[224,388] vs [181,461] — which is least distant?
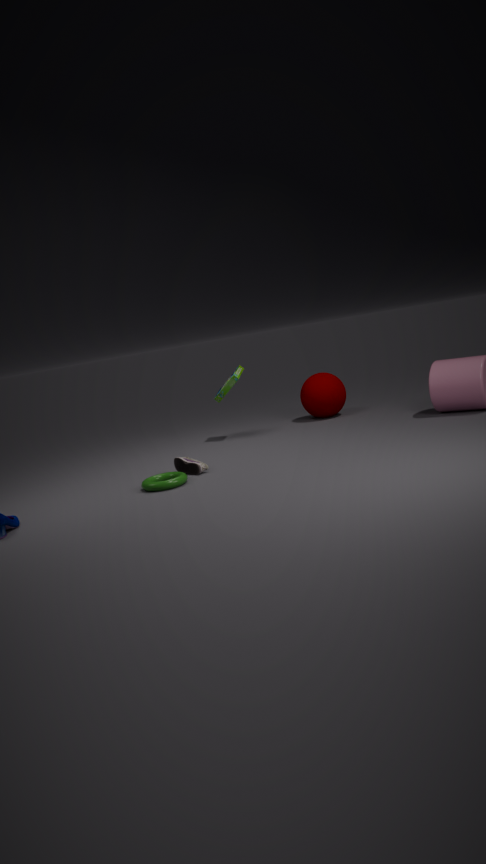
[181,461]
